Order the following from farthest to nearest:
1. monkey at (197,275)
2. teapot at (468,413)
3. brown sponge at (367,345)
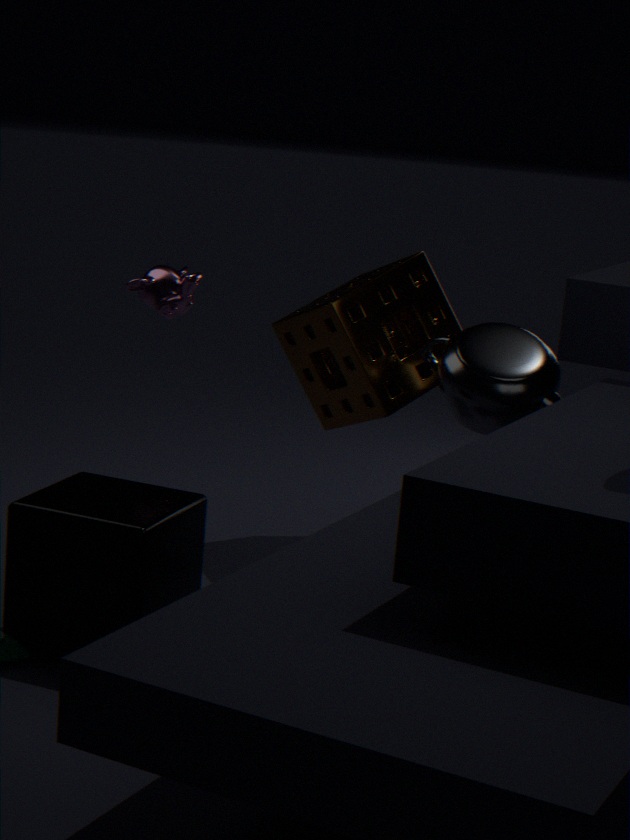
monkey at (197,275) < brown sponge at (367,345) < teapot at (468,413)
